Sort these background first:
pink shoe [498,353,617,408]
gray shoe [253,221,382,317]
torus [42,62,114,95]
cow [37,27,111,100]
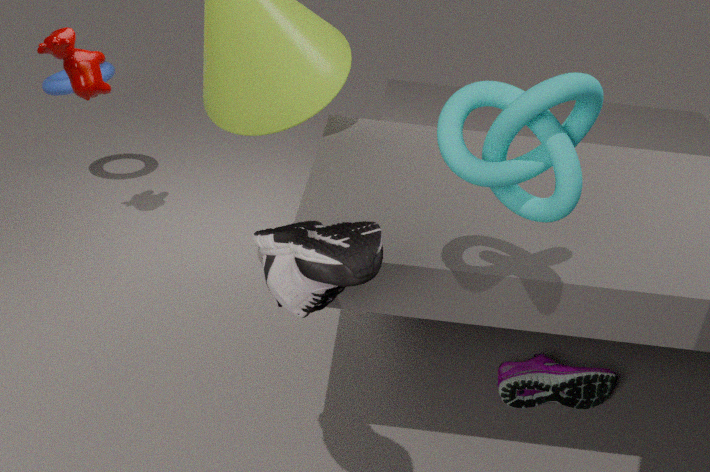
1. torus [42,62,114,95]
2. cow [37,27,111,100]
3. pink shoe [498,353,617,408]
4. gray shoe [253,221,382,317]
